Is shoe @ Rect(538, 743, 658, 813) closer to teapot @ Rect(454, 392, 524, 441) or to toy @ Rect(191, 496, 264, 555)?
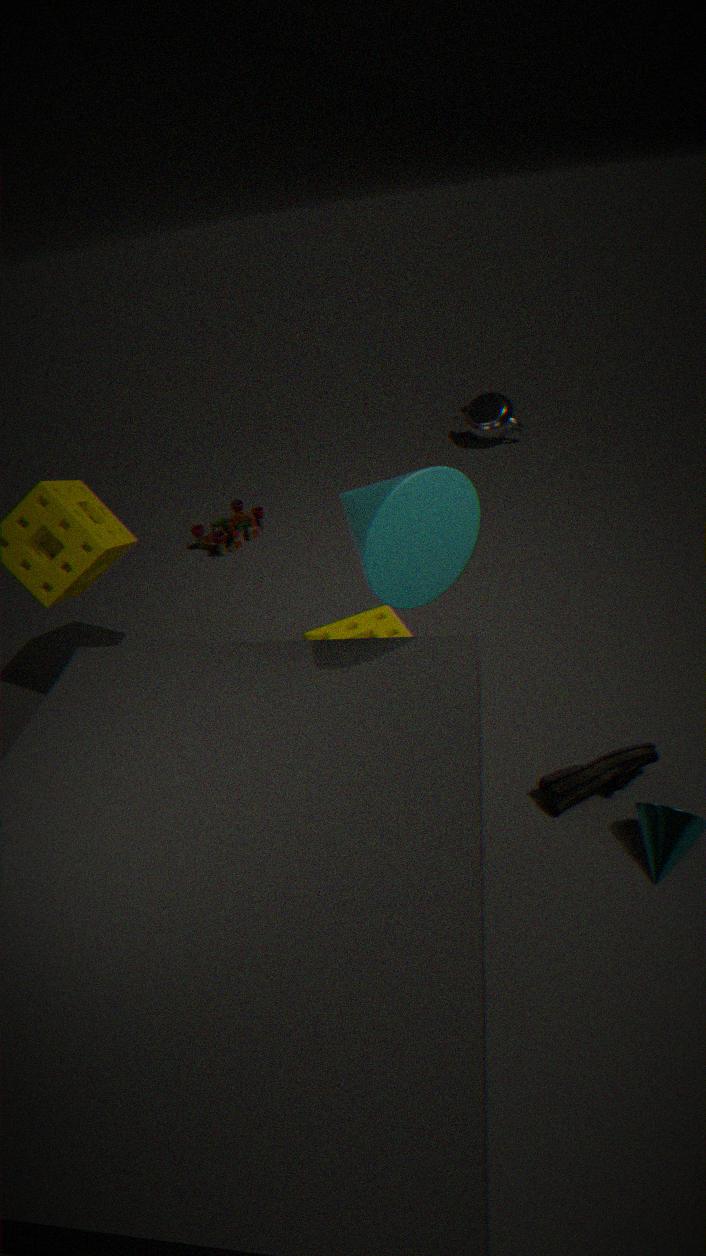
toy @ Rect(191, 496, 264, 555)
